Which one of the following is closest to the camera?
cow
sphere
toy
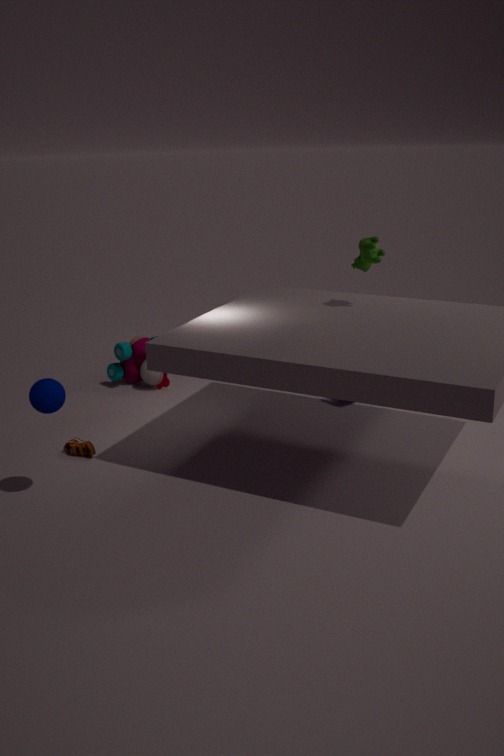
sphere
